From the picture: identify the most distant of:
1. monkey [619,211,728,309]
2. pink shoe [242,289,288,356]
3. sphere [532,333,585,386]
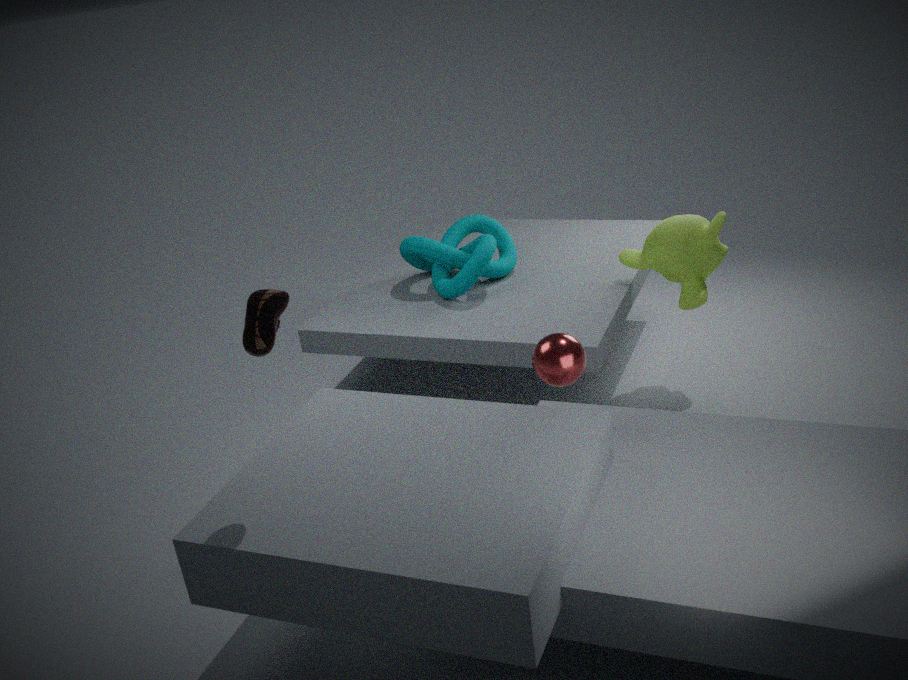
monkey [619,211,728,309]
